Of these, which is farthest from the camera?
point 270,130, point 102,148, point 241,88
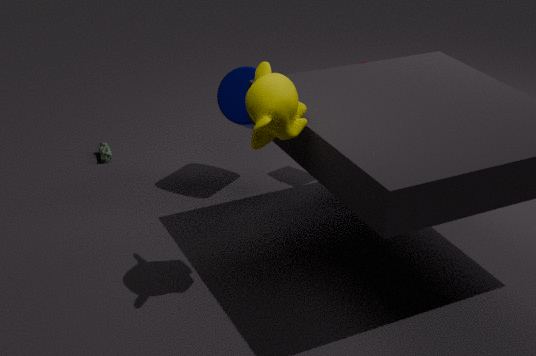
point 102,148
